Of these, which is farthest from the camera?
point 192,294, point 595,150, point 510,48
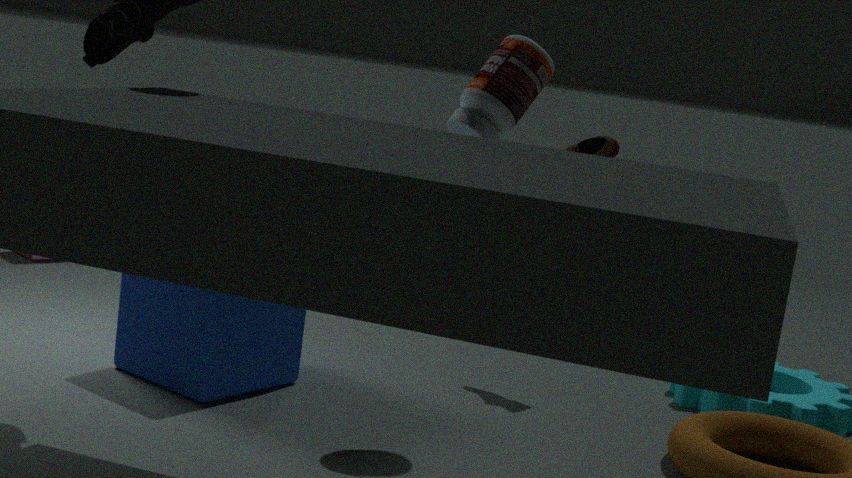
point 595,150
